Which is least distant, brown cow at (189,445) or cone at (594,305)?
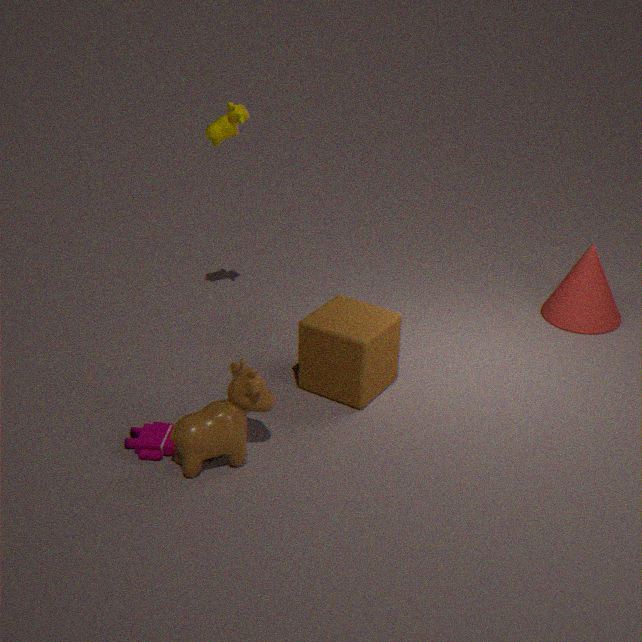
brown cow at (189,445)
